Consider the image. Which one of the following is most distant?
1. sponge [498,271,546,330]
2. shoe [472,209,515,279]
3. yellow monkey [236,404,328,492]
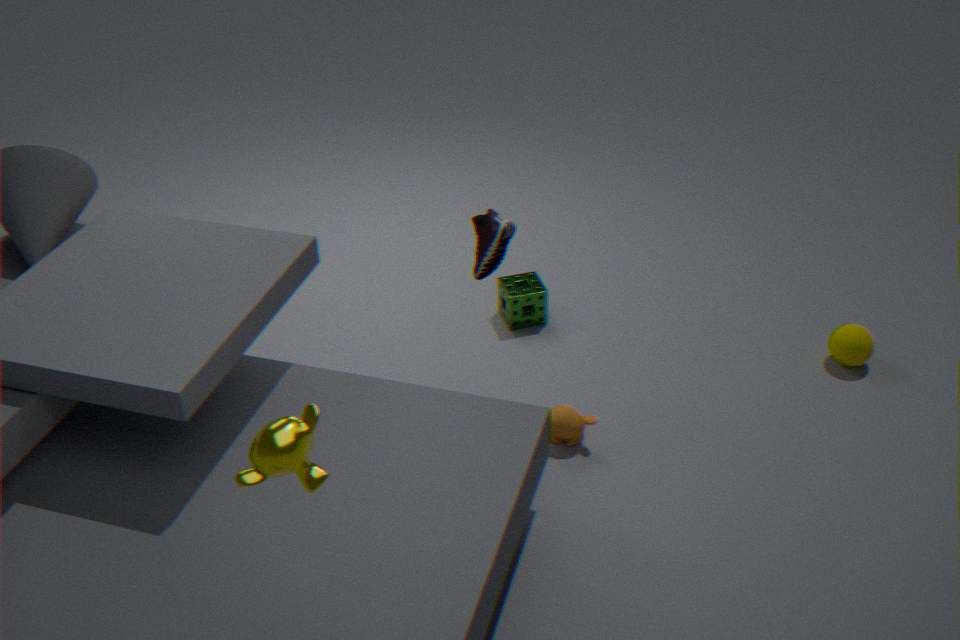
sponge [498,271,546,330]
